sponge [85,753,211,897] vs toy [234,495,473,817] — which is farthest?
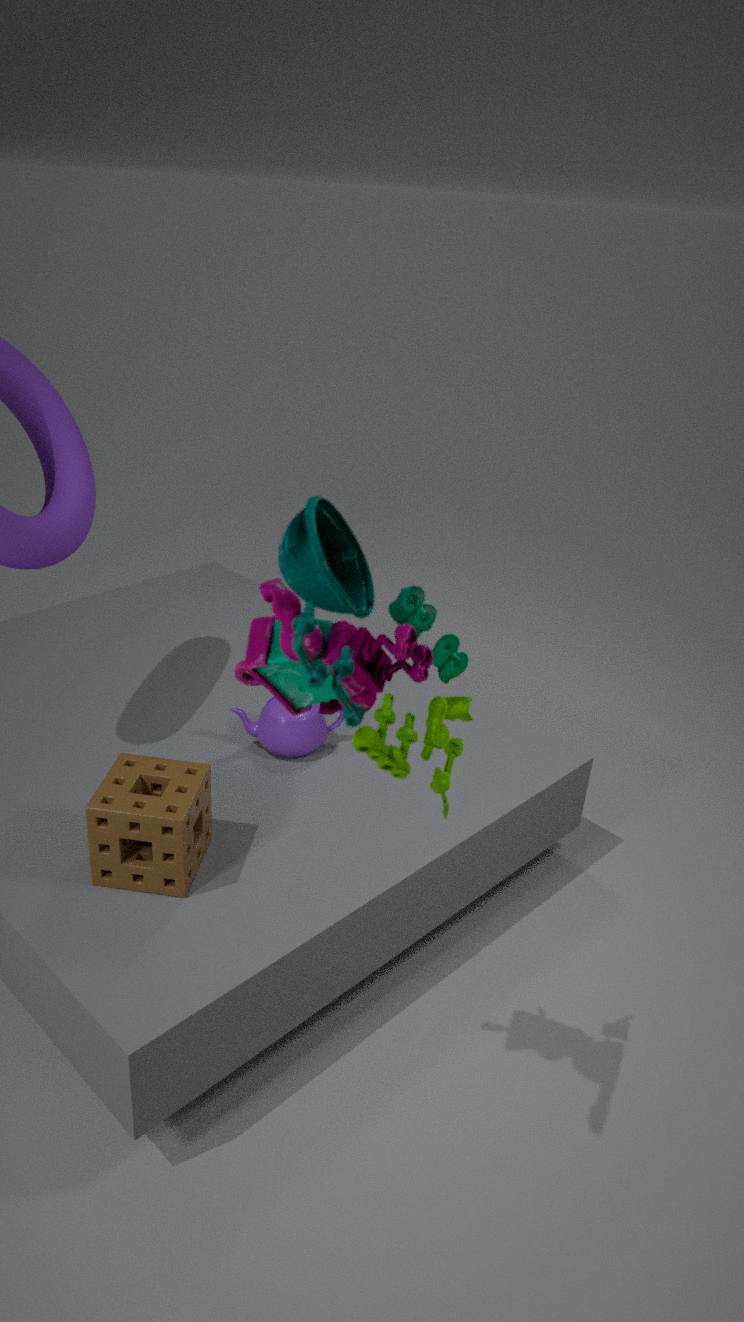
sponge [85,753,211,897]
